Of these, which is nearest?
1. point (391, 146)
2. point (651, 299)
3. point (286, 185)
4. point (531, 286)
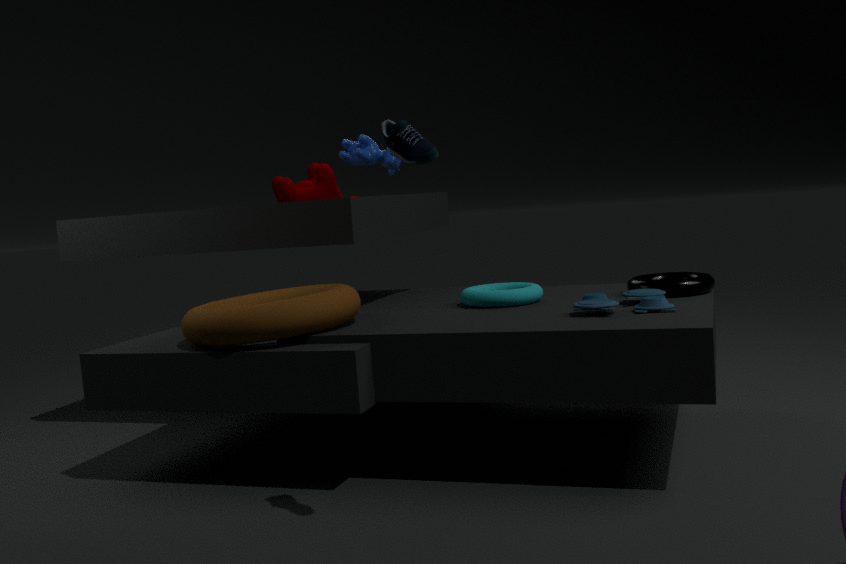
point (391, 146)
